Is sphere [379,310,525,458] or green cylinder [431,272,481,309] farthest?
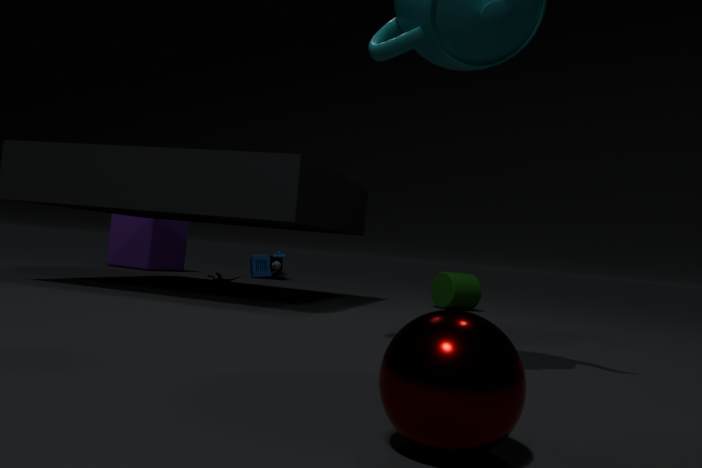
green cylinder [431,272,481,309]
